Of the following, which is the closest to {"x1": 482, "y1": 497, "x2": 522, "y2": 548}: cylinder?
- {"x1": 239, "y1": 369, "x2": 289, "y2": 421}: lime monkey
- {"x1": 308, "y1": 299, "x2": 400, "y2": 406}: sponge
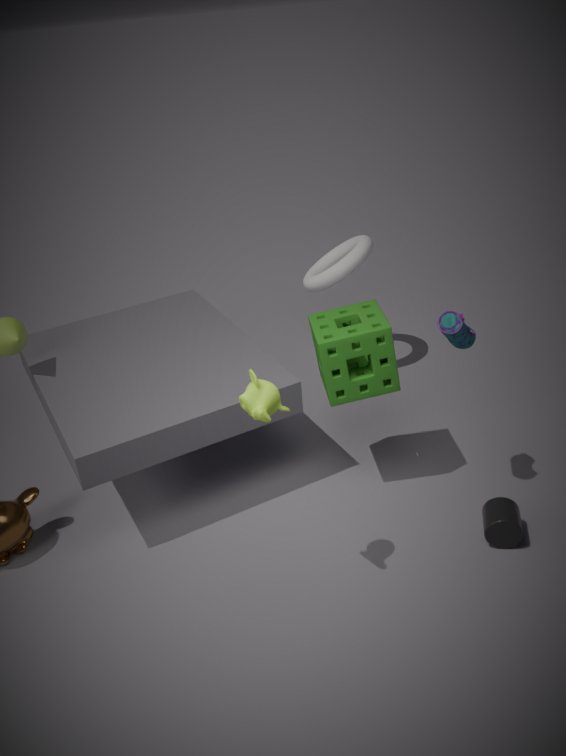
→ {"x1": 308, "y1": 299, "x2": 400, "y2": 406}: sponge
